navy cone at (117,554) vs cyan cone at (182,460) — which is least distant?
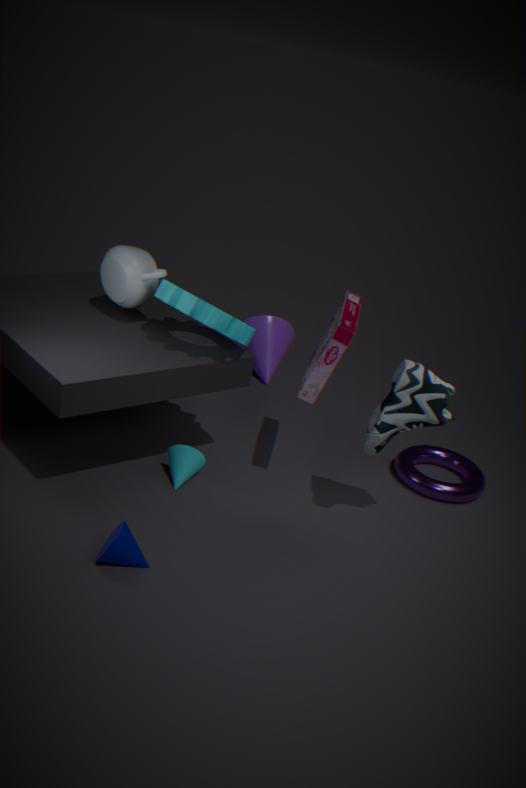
navy cone at (117,554)
